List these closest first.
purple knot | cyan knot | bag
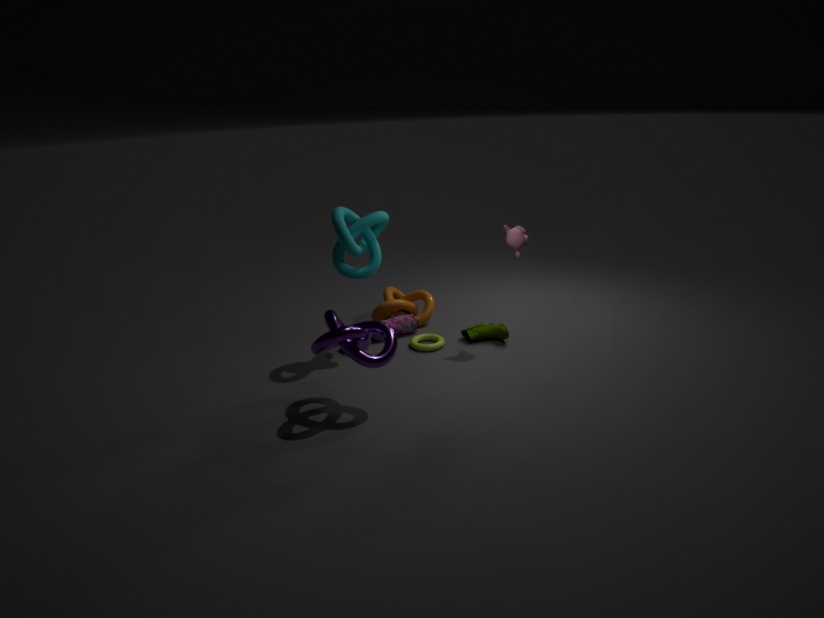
purple knot < cyan knot < bag
